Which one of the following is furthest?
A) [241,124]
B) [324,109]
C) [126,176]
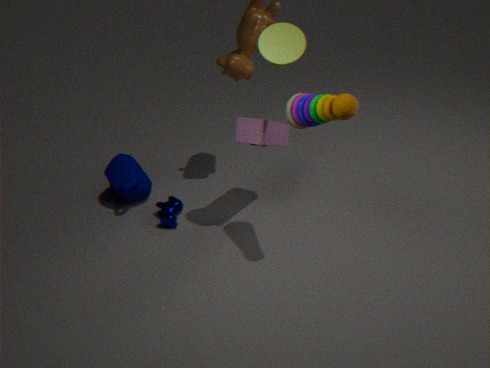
[126,176]
